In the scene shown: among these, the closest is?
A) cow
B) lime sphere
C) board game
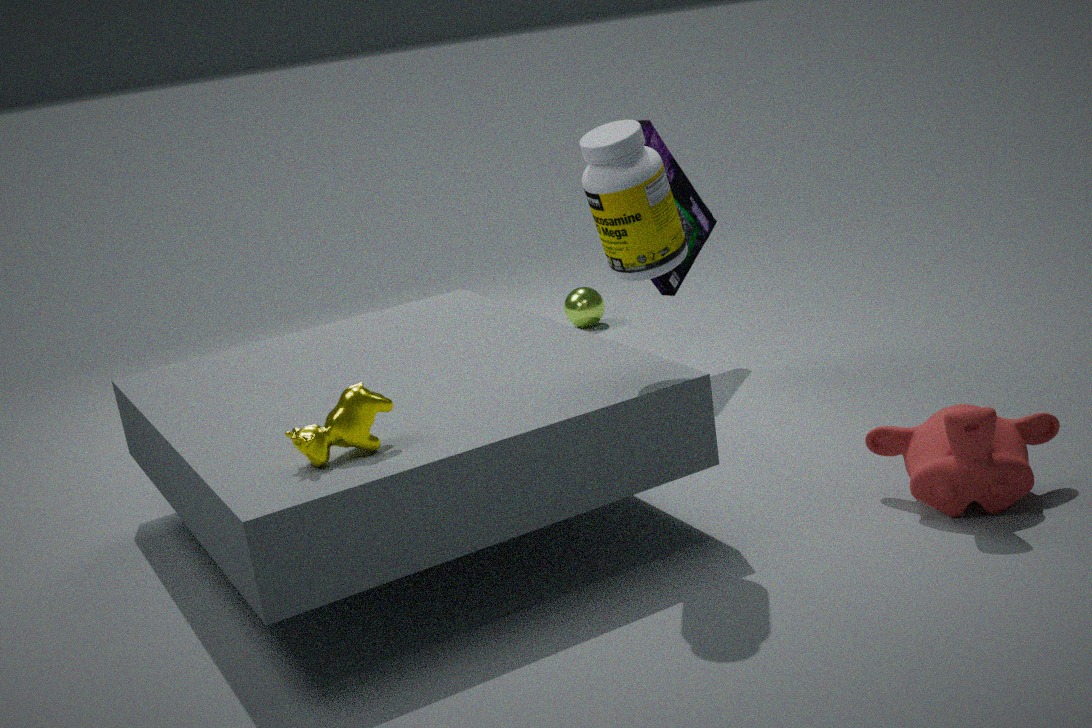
cow
